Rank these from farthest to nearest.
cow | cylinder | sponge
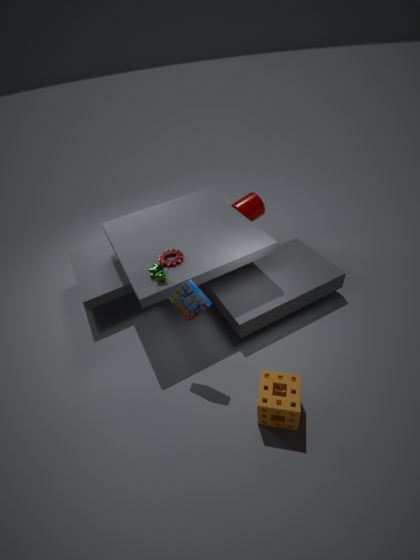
cylinder → cow → sponge
